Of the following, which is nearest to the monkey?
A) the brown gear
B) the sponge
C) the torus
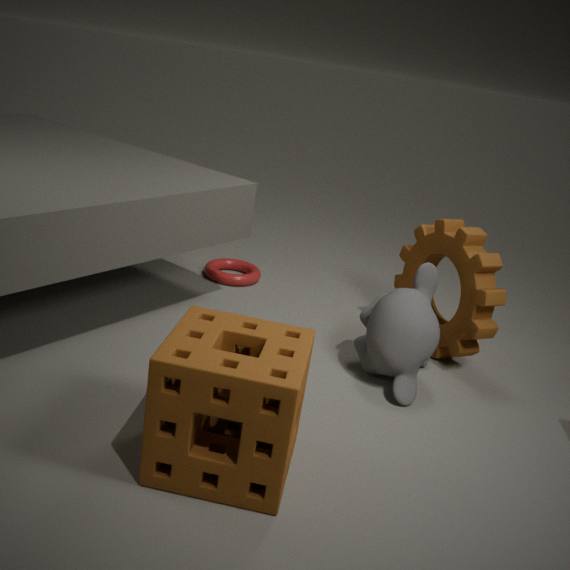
the brown gear
